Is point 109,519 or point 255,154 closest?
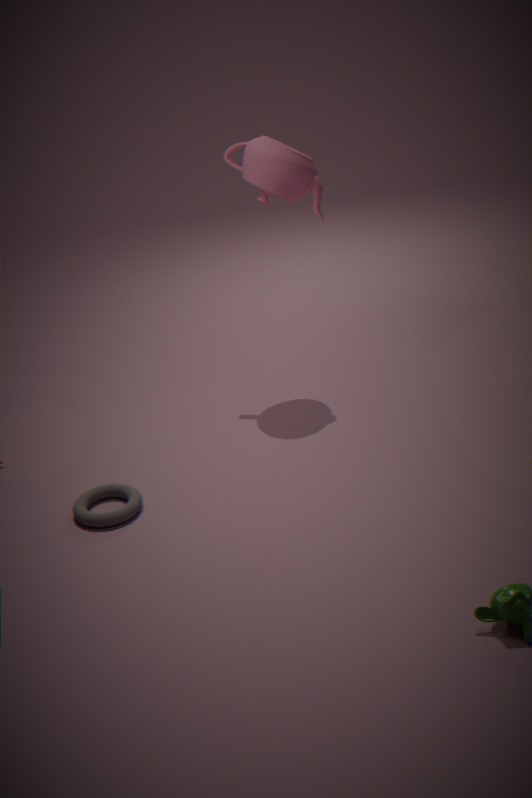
point 109,519
